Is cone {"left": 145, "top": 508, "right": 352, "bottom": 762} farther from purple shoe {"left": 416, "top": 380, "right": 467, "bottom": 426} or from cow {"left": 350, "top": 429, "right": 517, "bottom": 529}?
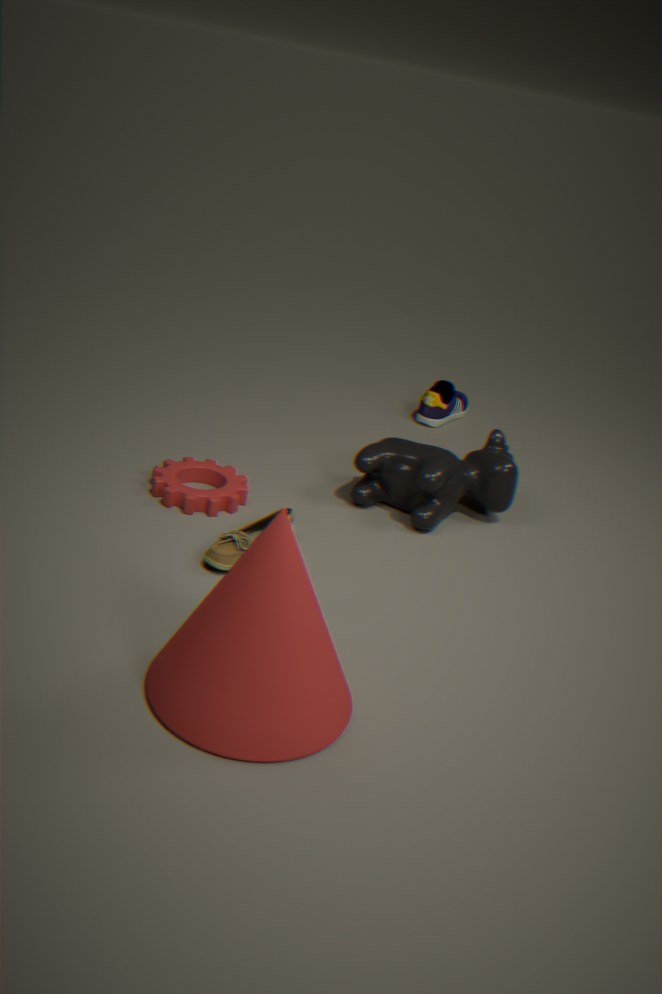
purple shoe {"left": 416, "top": 380, "right": 467, "bottom": 426}
